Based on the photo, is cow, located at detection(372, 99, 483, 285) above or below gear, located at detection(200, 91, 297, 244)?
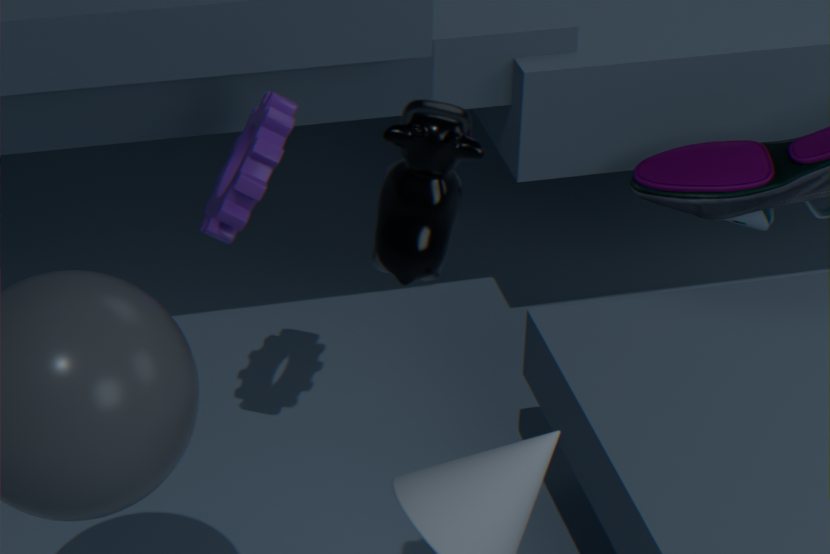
above
